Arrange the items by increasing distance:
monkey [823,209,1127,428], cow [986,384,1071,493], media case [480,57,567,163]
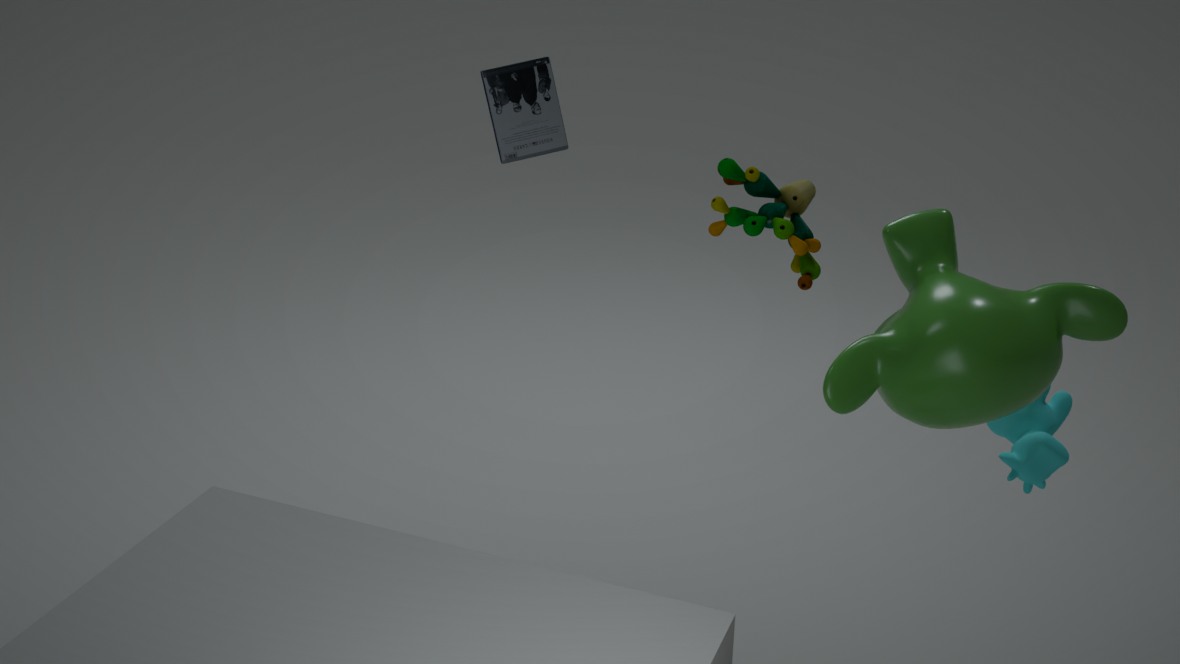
monkey [823,209,1127,428] < cow [986,384,1071,493] < media case [480,57,567,163]
